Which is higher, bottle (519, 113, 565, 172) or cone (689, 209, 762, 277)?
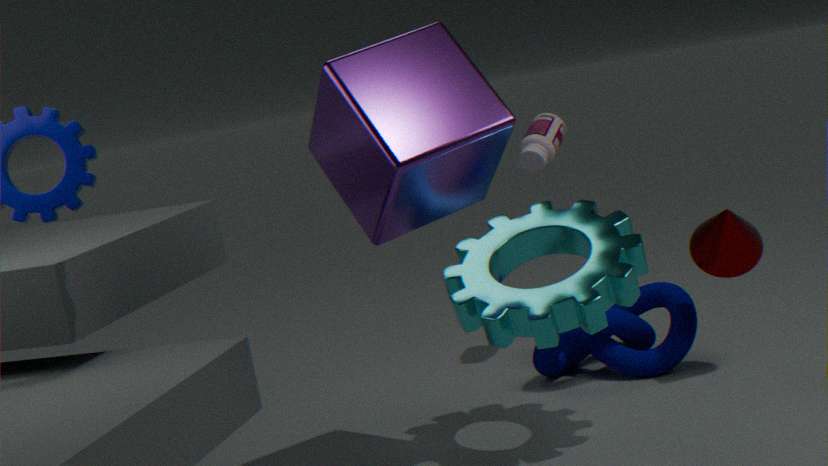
bottle (519, 113, 565, 172)
